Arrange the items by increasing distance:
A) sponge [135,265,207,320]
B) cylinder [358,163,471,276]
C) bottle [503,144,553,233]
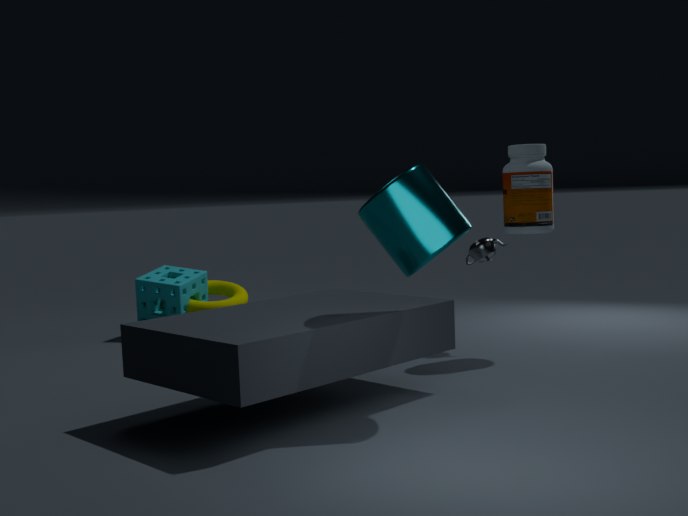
cylinder [358,163,471,276]
bottle [503,144,553,233]
sponge [135,265,207,320]
